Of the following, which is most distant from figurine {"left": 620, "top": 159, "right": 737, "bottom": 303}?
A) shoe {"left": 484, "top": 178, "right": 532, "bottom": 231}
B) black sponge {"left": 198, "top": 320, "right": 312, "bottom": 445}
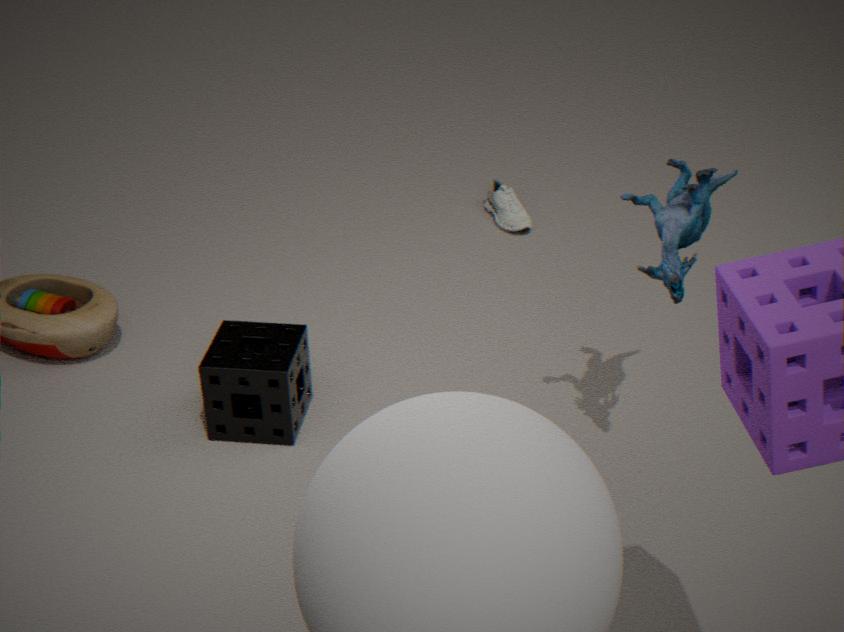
shoe {"left": 484, "top": 178, "right": 532, "bottom": 231}
